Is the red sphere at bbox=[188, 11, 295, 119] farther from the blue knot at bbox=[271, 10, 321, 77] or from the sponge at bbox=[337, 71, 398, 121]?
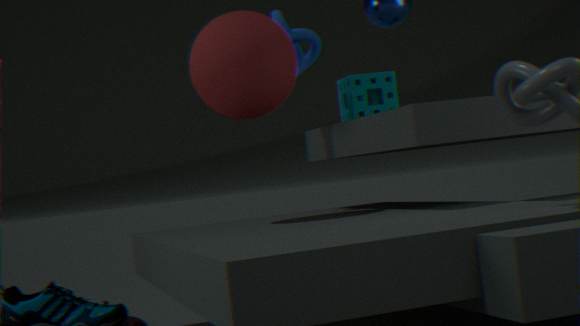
the sponge at bbox=[337, 71, 398, 121]
